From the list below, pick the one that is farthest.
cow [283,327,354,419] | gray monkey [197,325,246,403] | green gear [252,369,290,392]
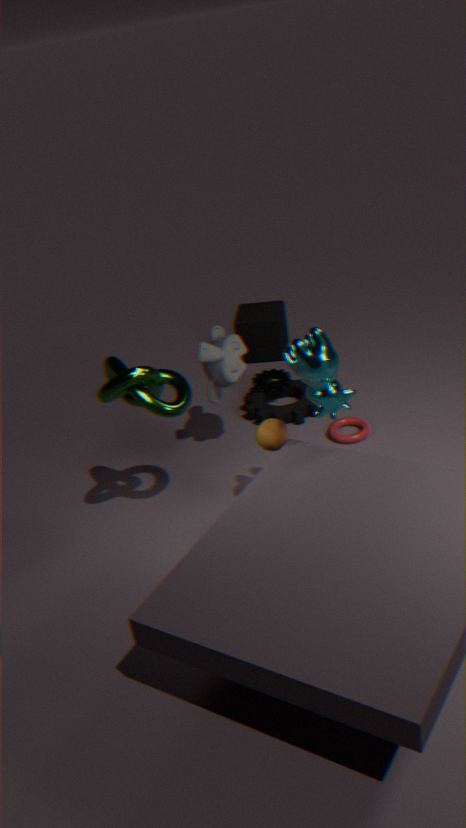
green gear [252,369,290,392]
